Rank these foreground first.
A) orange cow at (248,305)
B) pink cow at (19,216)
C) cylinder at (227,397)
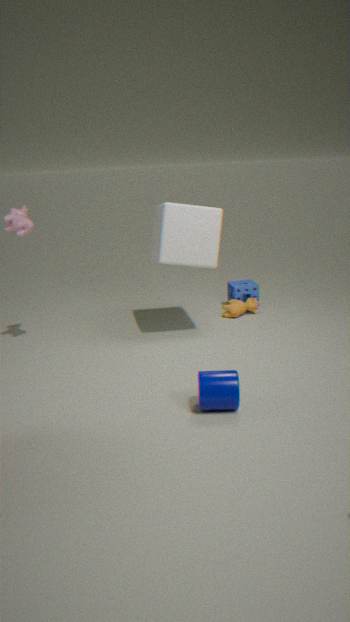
1. cylinder at (227,397)
2. pink cow at (19,216)
3. orange cow at (248,305)
